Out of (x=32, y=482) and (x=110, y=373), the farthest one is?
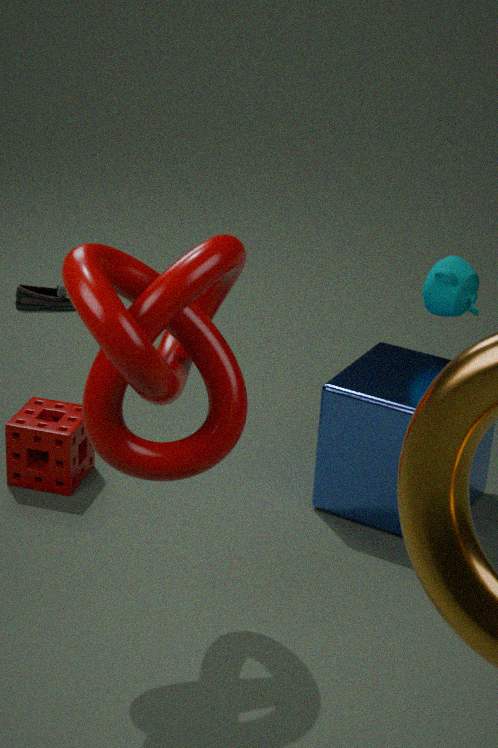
(x=32, y=482)
